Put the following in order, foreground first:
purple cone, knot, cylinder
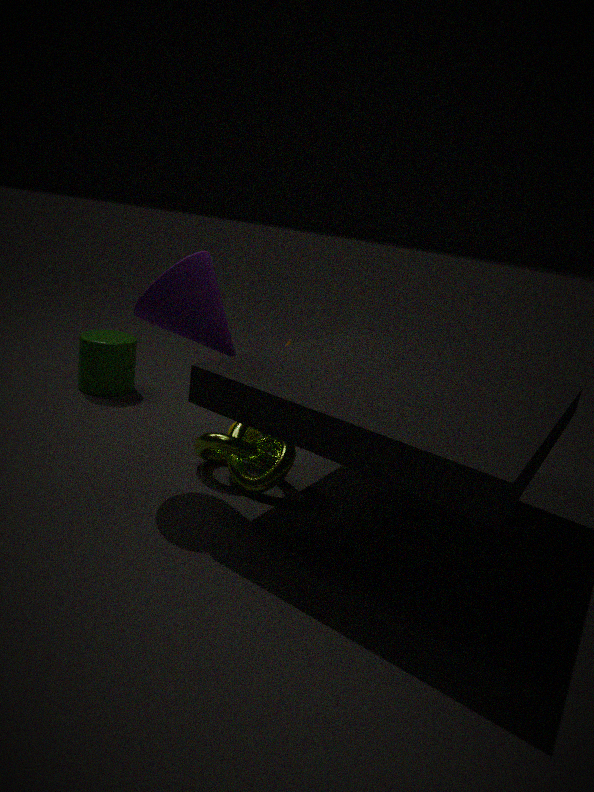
purple cone → knot → cylinder
